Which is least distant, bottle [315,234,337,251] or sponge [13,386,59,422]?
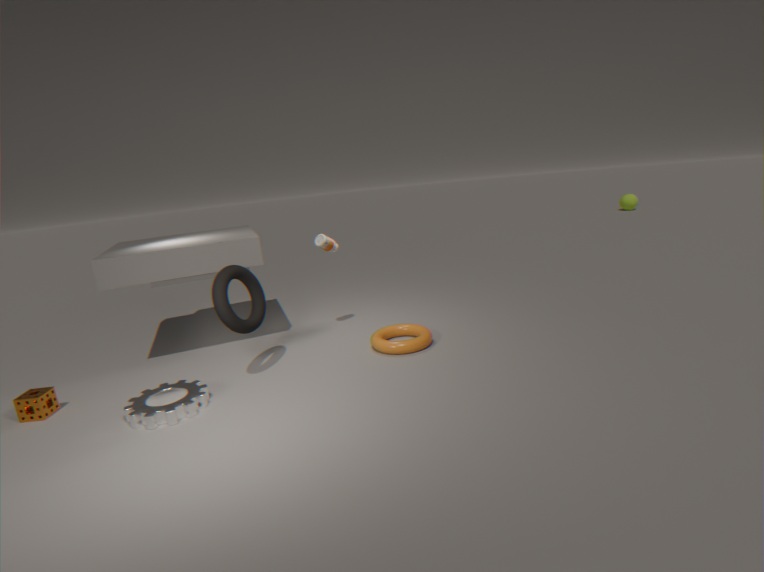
sponge [13,386,59,422]
